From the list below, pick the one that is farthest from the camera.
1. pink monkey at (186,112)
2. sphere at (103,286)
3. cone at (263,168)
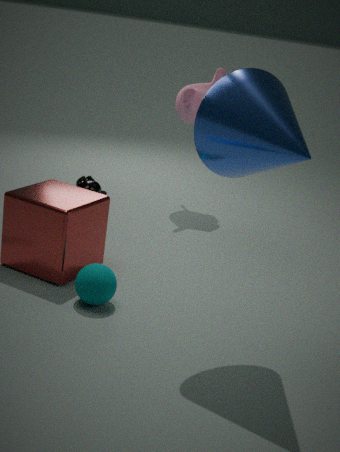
pink monkey at (186,112)
